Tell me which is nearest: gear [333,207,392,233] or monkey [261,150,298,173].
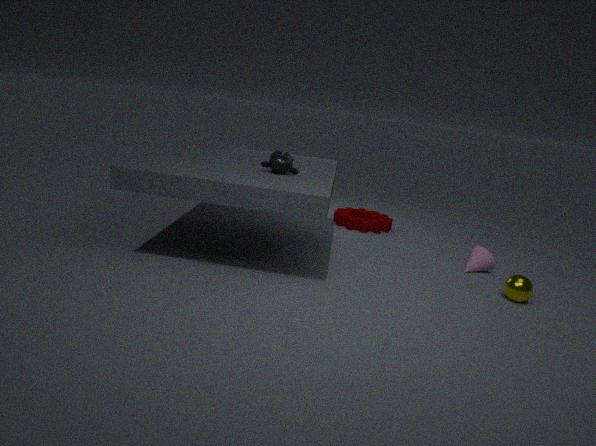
monkey [261,150,298,173]
